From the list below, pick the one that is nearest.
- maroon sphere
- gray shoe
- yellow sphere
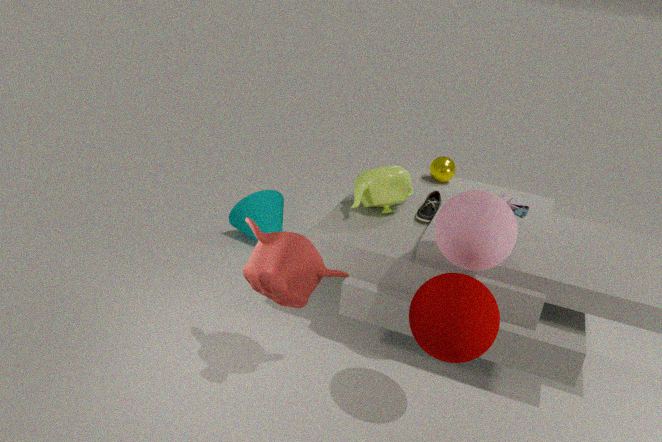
maroon sphere
